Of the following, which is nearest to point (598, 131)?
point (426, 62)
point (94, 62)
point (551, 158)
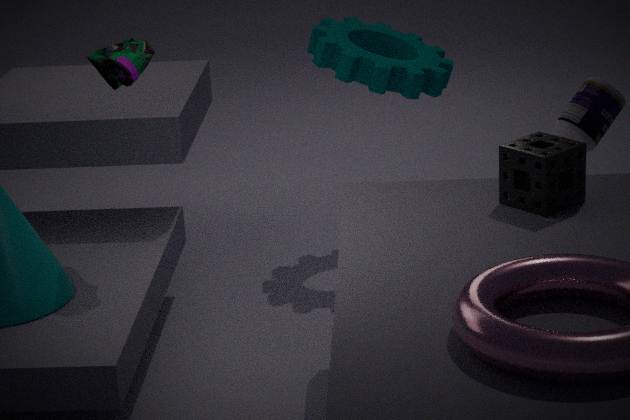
point (551, 158)
